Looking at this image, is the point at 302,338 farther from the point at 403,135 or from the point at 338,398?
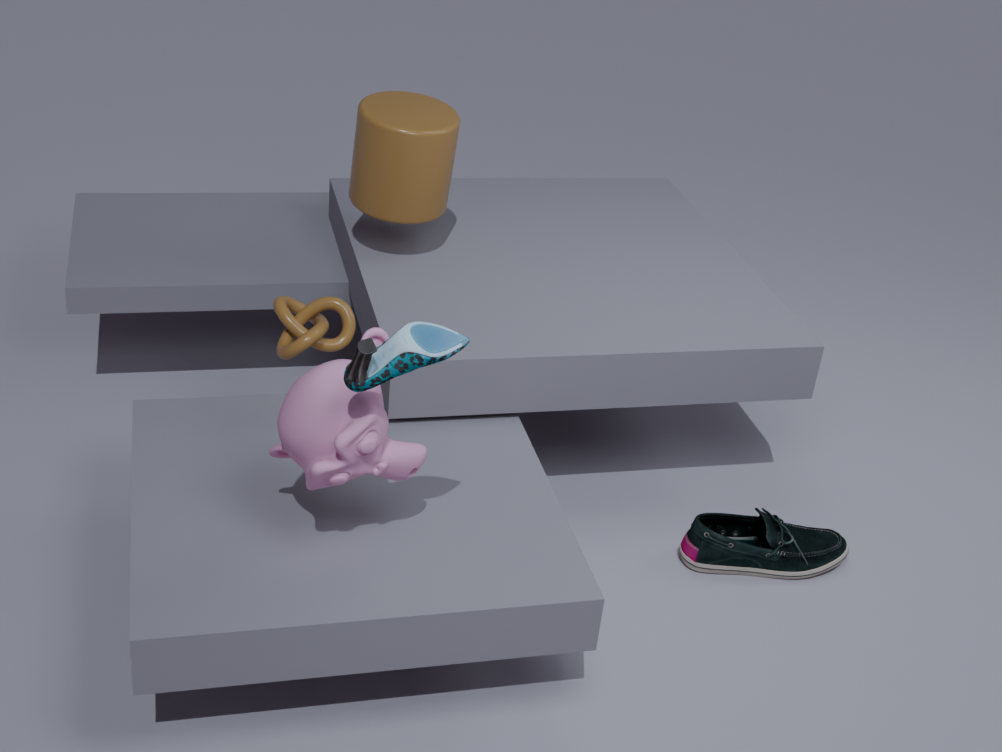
the point at 403,135
